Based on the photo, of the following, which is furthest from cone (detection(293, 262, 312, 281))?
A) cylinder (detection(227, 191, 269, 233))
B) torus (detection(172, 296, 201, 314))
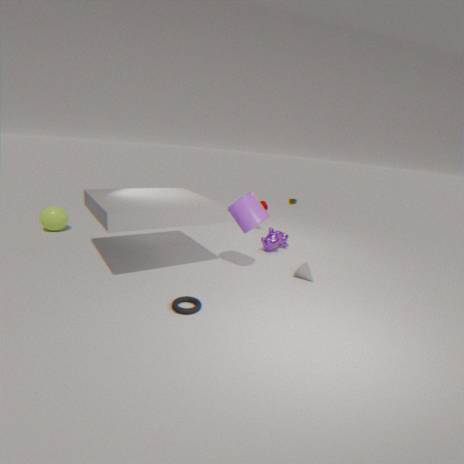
torus (detection(172, 296, 201, 314))
